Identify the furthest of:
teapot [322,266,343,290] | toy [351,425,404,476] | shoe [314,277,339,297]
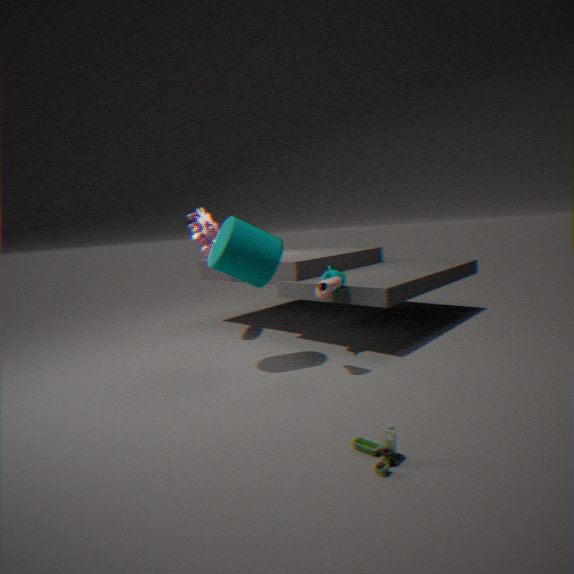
teapot [322,266,343,290]
